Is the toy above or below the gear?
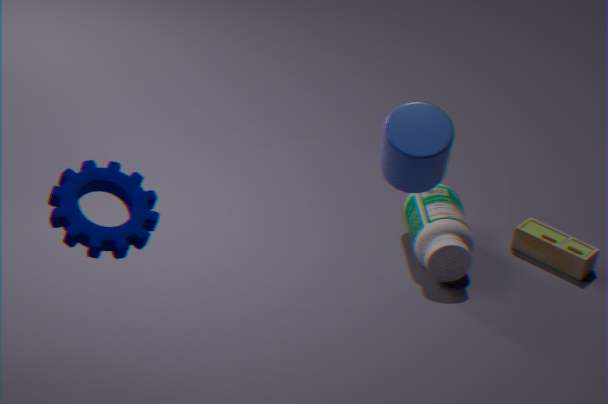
below
